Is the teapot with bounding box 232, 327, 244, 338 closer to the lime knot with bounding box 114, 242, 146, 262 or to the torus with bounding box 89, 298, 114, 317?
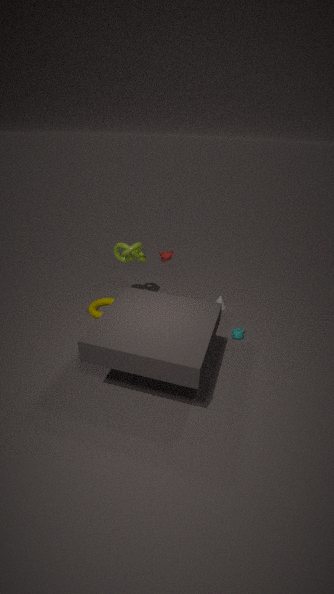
the torus with bounding box 89, 298, 114, 317
